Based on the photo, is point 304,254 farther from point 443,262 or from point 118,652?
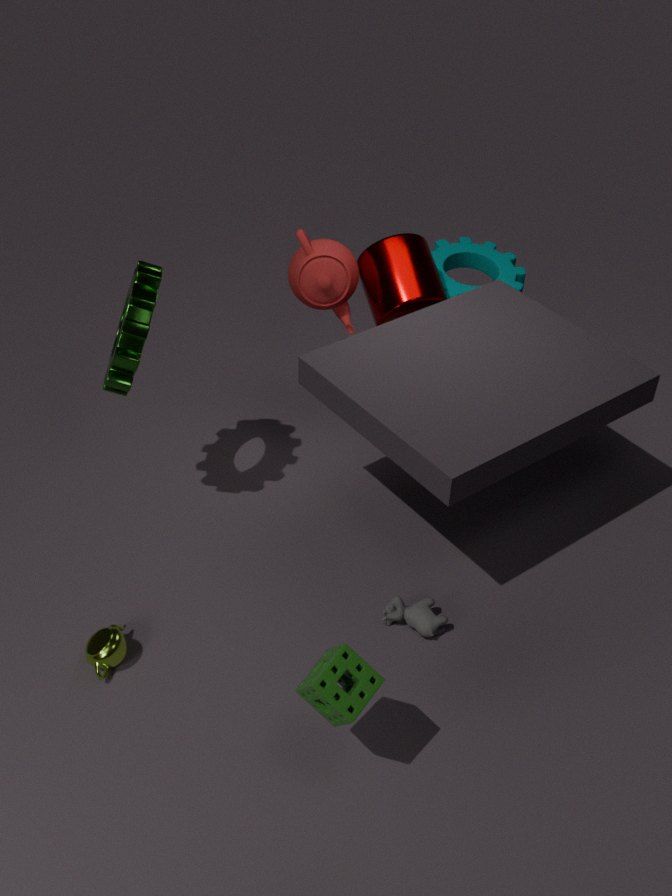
point 118,652
